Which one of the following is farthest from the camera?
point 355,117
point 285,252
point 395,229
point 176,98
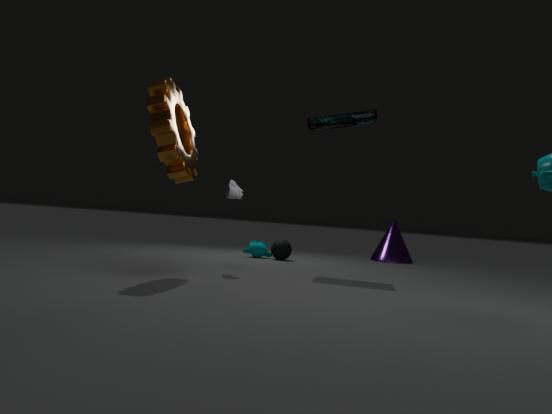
point 395,229
